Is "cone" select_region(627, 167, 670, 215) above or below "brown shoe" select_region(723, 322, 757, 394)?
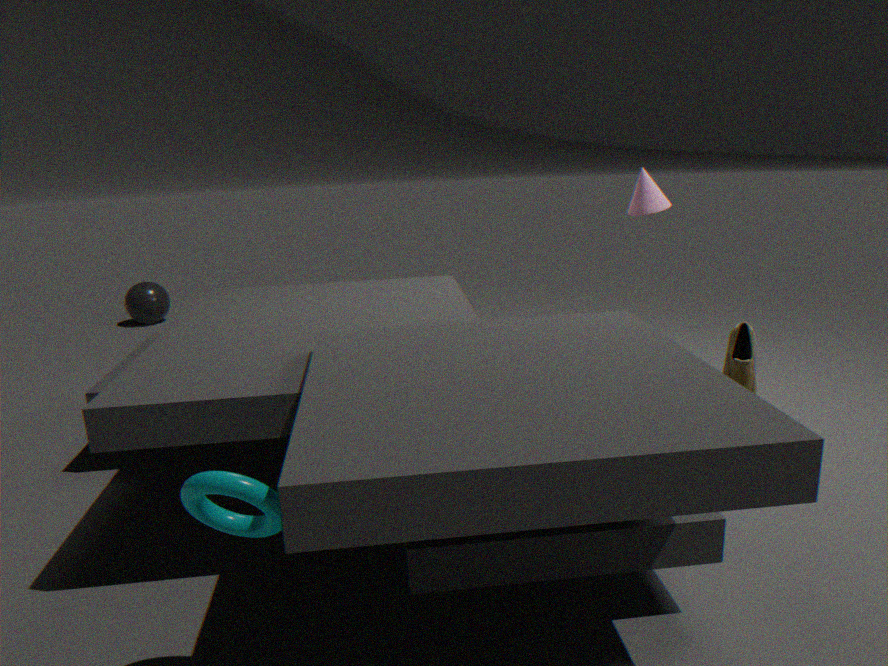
above
